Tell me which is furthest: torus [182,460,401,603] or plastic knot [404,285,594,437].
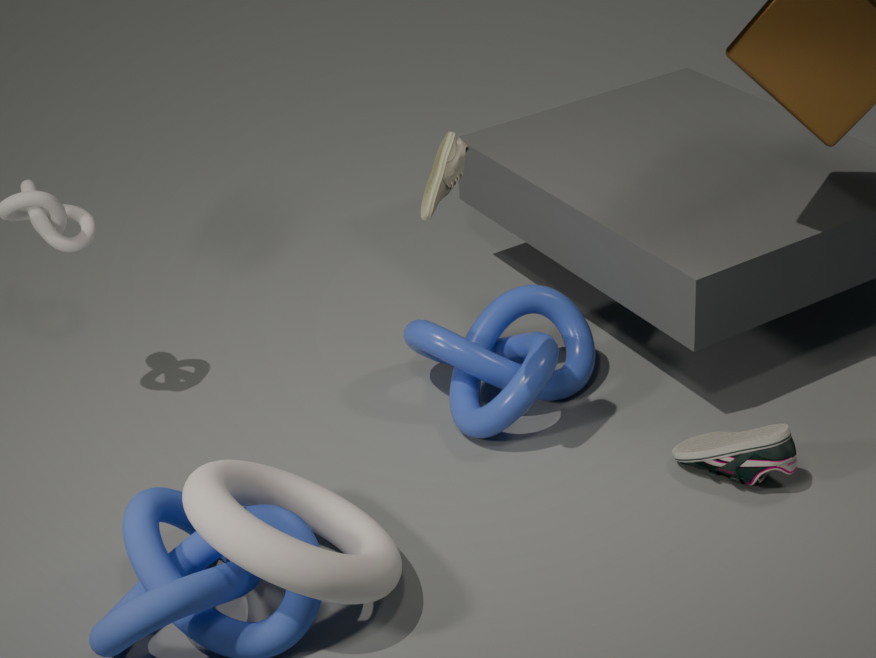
plastic knot [404,285,594,437]
